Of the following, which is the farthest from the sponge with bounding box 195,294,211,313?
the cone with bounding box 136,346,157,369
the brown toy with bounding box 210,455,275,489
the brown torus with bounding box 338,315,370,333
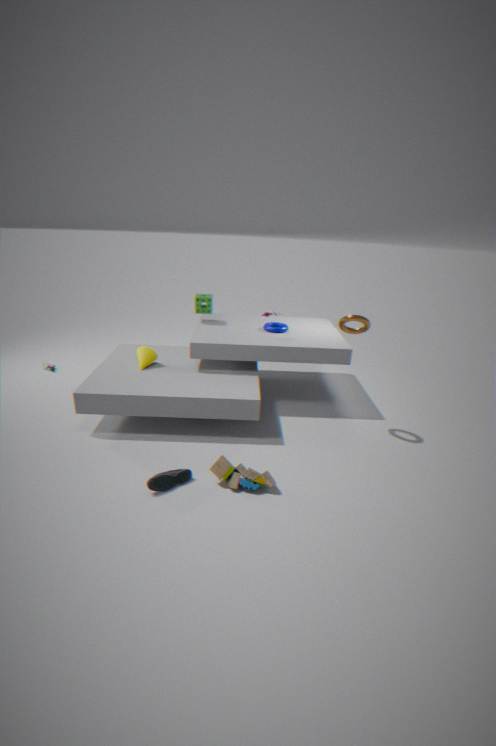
the brown toy with bounding box 210,455,275,489
